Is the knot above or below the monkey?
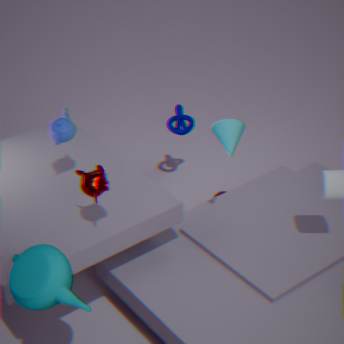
below
